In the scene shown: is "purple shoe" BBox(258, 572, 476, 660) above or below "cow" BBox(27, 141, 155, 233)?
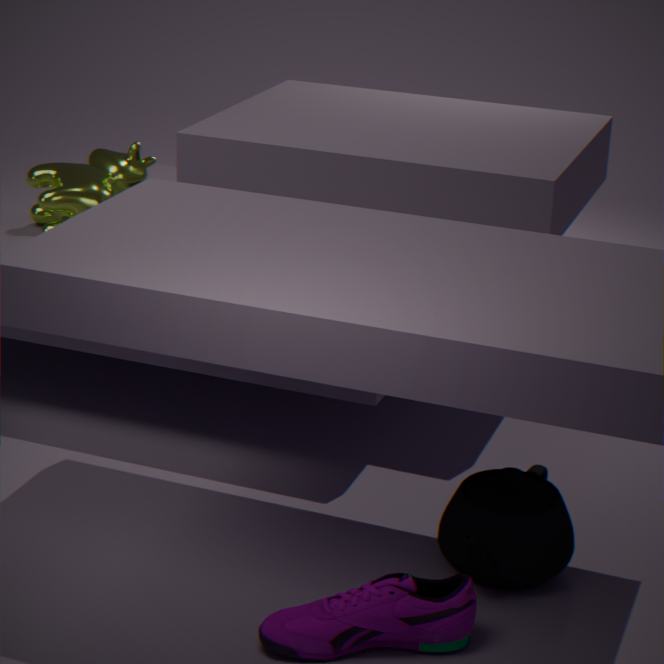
below
